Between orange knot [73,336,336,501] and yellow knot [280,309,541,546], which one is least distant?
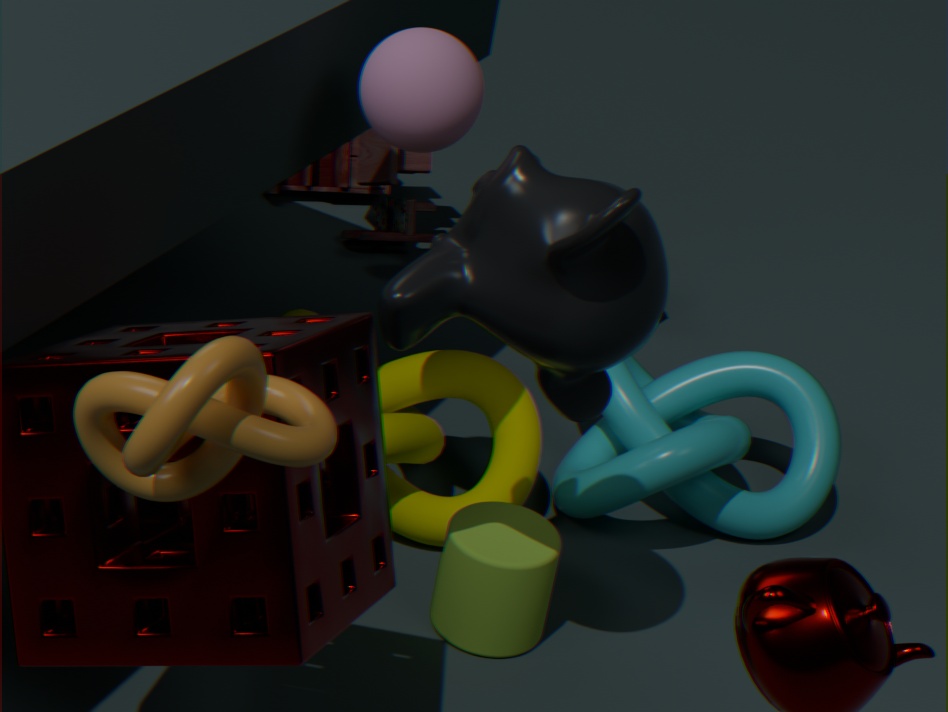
orange knot [73,336,336,501]
